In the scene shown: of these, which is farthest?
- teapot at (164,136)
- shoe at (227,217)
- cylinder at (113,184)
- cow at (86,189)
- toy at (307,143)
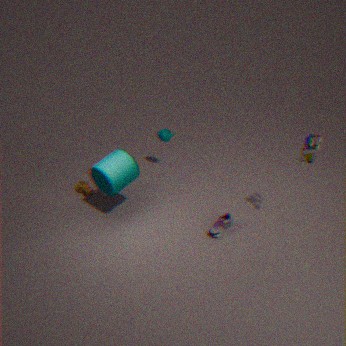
teapot at (164,136)
